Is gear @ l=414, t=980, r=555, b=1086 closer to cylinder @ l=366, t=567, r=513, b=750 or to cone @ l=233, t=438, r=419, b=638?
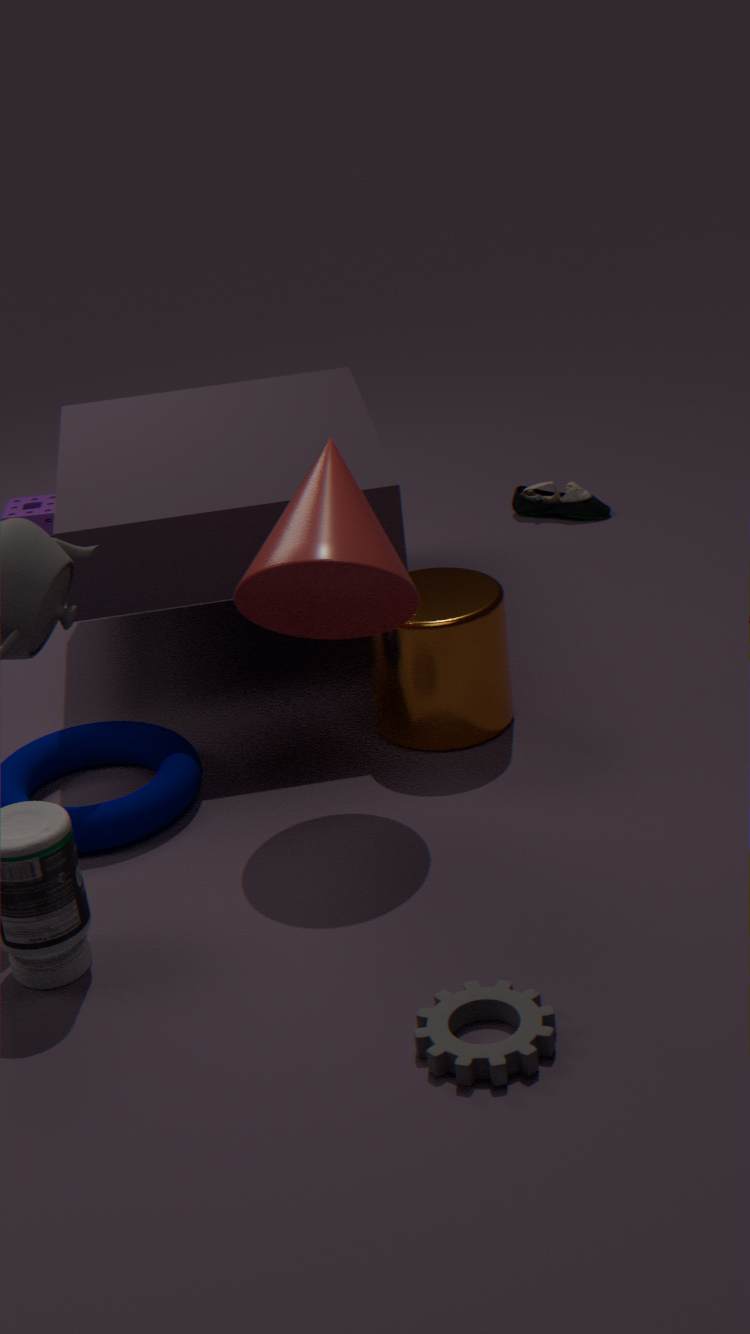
cone @ l=233, t=438, r=419, b=638
